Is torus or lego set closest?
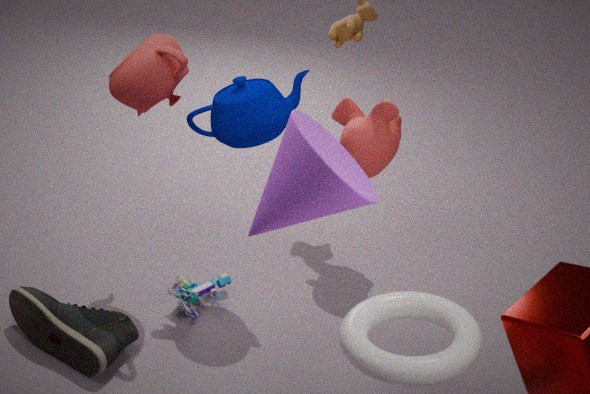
torus
